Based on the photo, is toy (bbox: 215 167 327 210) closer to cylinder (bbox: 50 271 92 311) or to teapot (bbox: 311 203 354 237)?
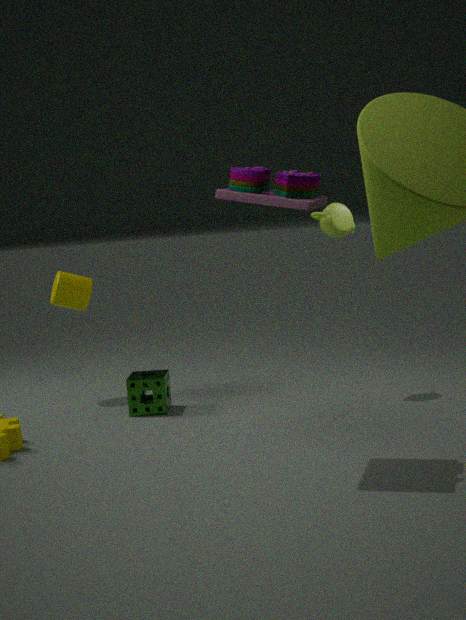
teapot (bbox: 311 203 354 237)
